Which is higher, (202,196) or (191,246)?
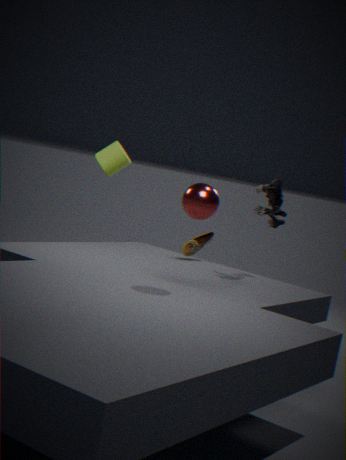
(202,196)
